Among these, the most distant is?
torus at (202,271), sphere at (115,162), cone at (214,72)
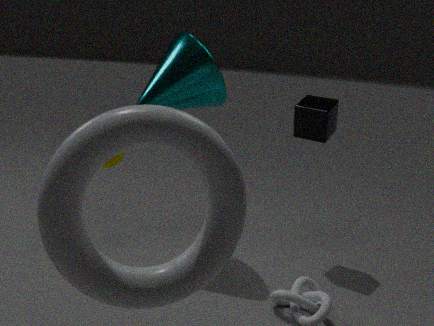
sphere at (115,162)
